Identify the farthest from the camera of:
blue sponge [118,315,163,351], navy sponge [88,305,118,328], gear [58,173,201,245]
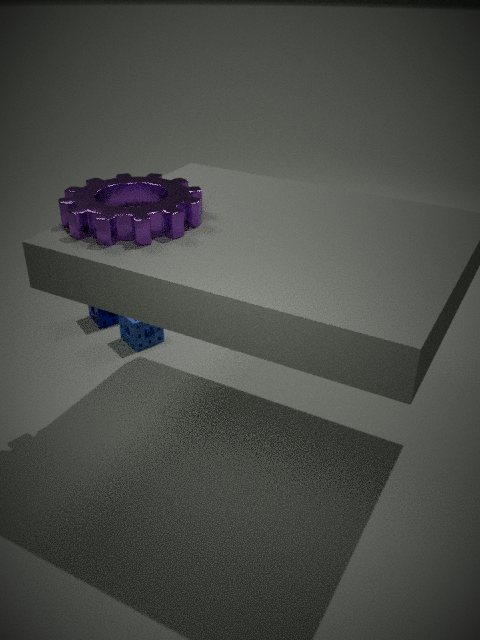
navy sponge [88,305,118,328]
